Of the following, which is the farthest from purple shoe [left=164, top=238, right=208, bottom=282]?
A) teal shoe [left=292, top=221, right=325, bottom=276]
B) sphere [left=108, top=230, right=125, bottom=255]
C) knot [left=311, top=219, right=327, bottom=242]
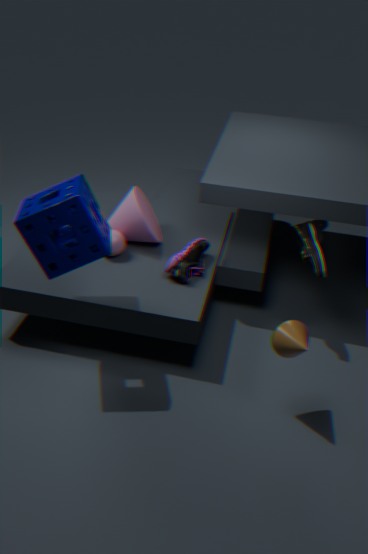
knot [left=311, top=219, right=327, bottom=242]
